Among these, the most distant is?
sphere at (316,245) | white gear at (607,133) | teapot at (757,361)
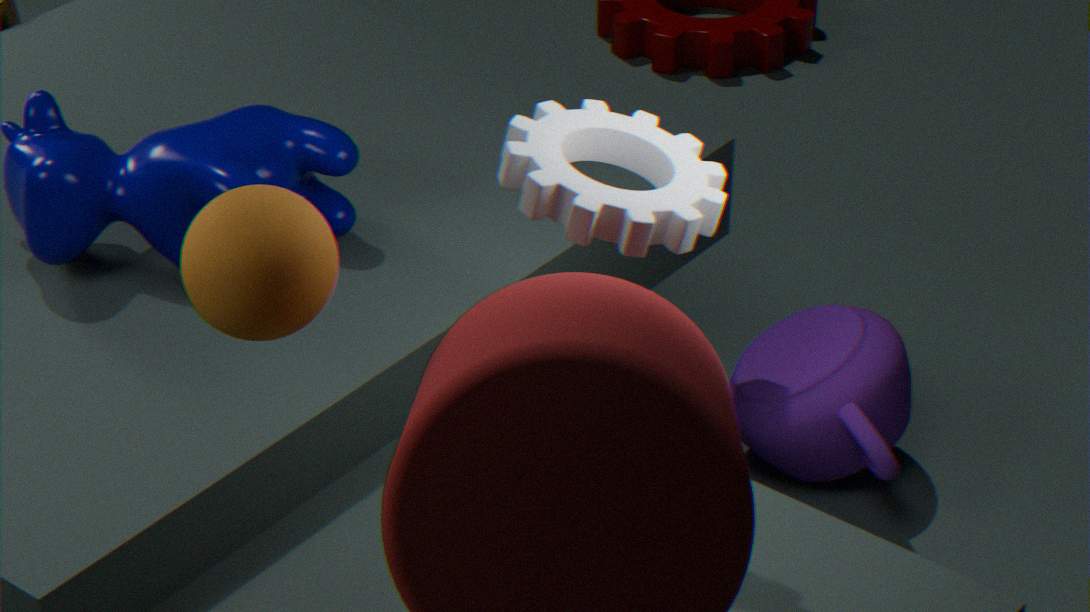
teapot at (757,361)
